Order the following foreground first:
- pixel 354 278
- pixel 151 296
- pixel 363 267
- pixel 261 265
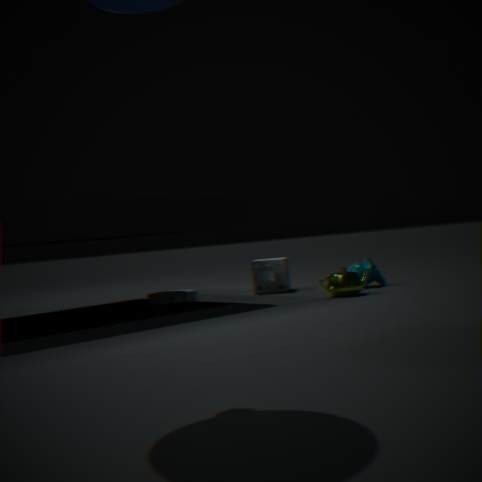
pixel 354 278
pixel 363 267
pixel 151 296
pixel 261 265
